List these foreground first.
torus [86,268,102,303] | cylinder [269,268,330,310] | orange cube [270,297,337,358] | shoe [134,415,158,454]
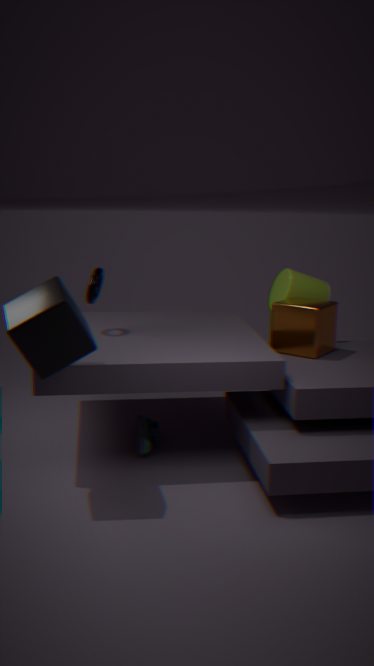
shoe [134,415,158,454] → torus [86,268,102,303] → orange cube [270,297,337,358] → cylinder [269,268,330,310]
